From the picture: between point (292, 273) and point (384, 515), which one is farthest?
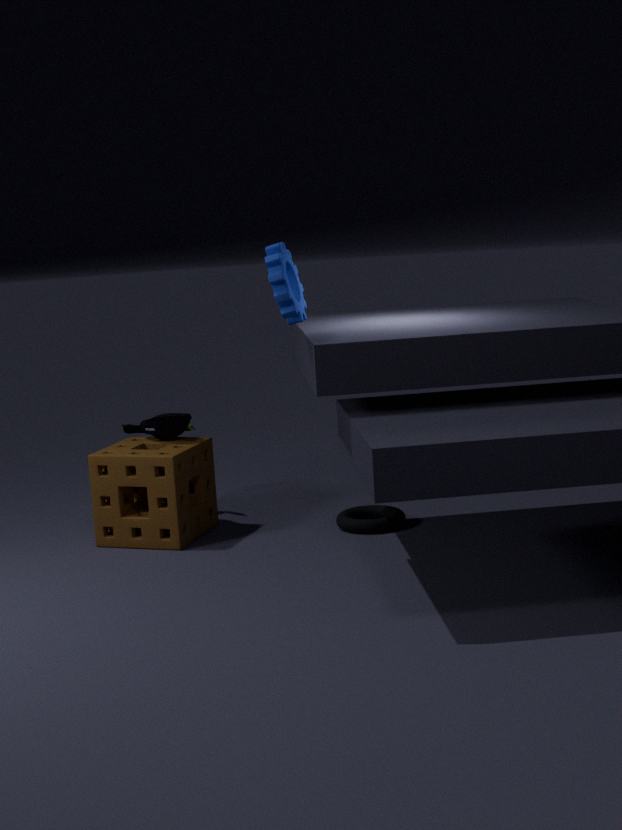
point (384, 515)
